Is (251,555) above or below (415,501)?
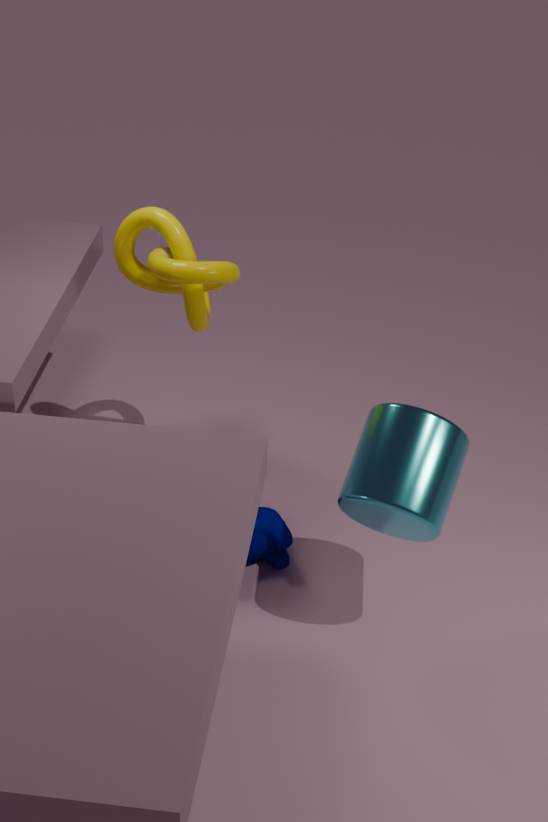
below
